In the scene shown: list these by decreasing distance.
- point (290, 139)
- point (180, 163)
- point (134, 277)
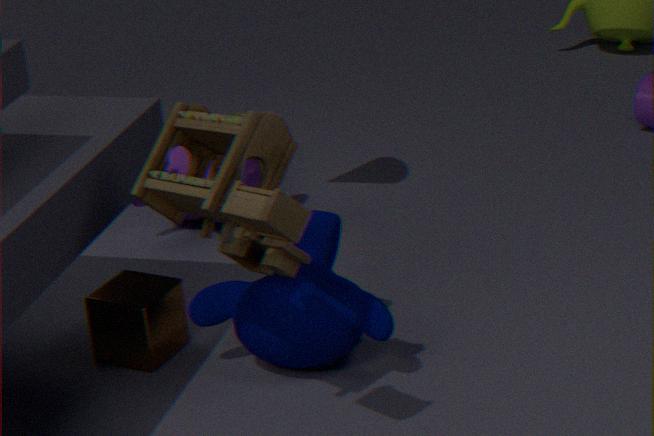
point (180, 163) < point (134, 277) < point (290, 139)
